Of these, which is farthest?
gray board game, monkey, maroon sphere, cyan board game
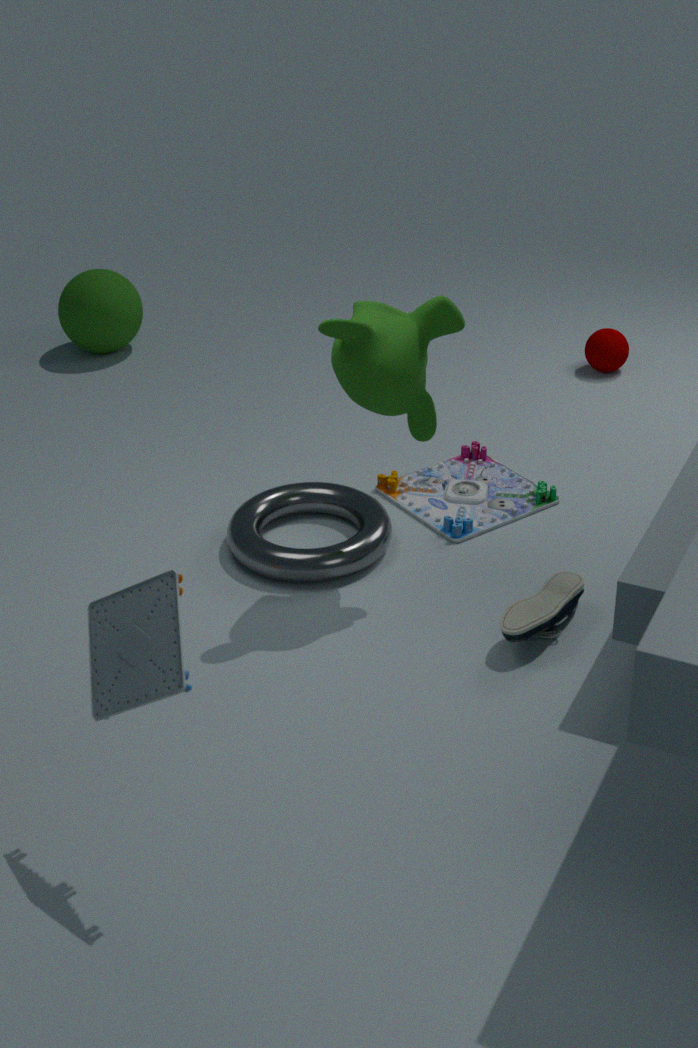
maroon sphere
